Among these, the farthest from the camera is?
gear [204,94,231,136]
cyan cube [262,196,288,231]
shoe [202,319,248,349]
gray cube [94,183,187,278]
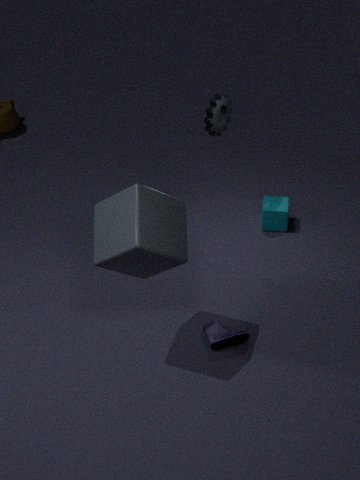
cyan cube [262,196,288,231]
